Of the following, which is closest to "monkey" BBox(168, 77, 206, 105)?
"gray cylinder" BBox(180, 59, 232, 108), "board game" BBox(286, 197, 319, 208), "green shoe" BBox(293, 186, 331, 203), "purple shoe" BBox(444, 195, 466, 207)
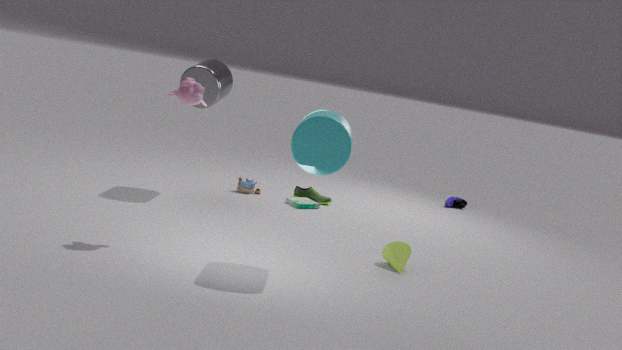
"gray cylinder" BBox(180, 59, 232, 108)
